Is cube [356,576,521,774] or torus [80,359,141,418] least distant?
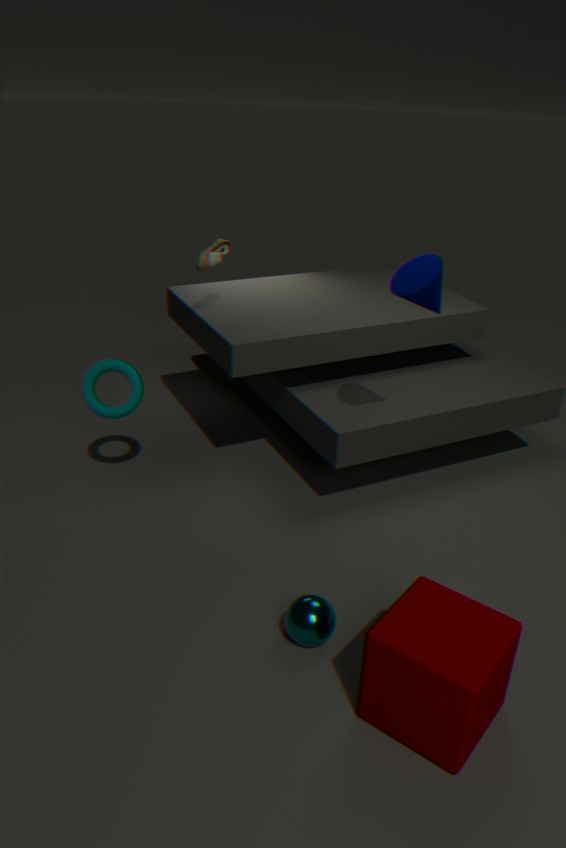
cube [356,576,521,774]
